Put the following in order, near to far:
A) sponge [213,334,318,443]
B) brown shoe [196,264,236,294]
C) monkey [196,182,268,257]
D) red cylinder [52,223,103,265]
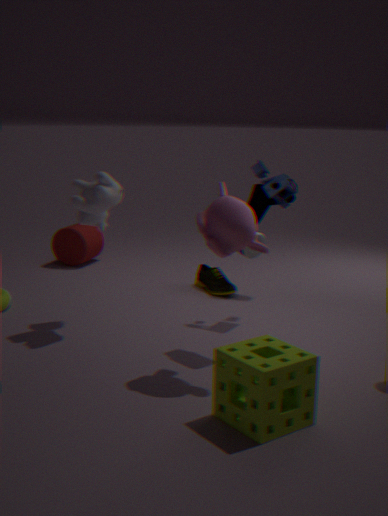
sponge [213,334,318,443] < monkey [196,182,268,257] < brown shoe [196,264,236,294] < red cylinder [52,223,103,265]
